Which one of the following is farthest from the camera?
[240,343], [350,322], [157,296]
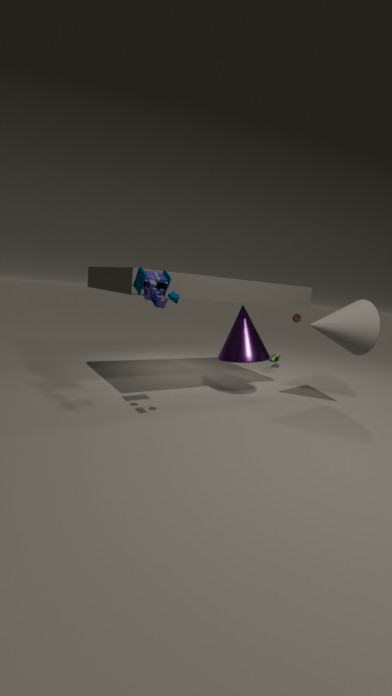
[240,343]
